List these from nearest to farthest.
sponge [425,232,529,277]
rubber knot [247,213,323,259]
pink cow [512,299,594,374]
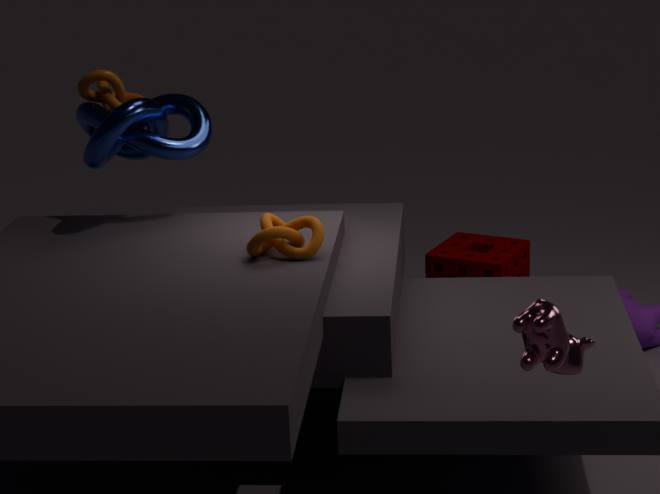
pink cow [512,299,594,374] < rubber knot [247,213,323,259] < sponge [425,232,529,277]
